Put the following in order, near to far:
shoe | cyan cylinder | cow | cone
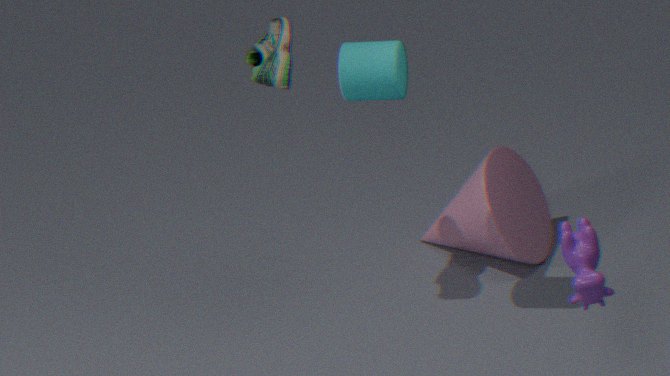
1. cow
2. cyan cylinder
3. shoe
4. cone
